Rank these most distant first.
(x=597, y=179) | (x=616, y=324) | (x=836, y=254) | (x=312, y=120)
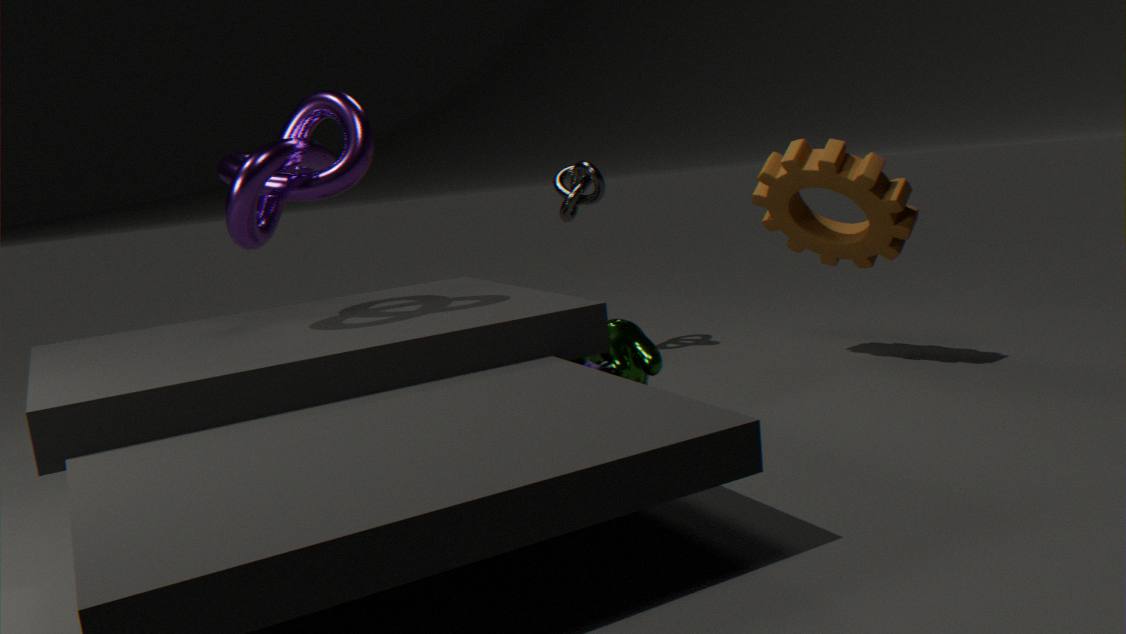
(x=597, y=179)
(x=836, y=254)
(x=616, y=324)
(x=312, y=120)
